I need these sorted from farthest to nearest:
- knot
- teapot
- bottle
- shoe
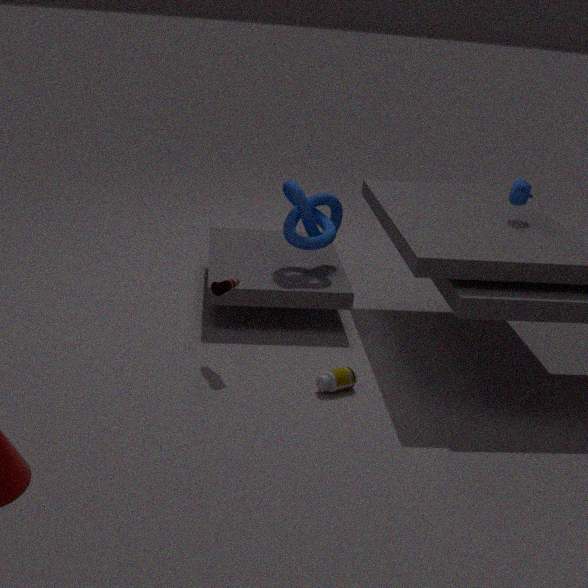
knot < teapot < shoe < bottle
